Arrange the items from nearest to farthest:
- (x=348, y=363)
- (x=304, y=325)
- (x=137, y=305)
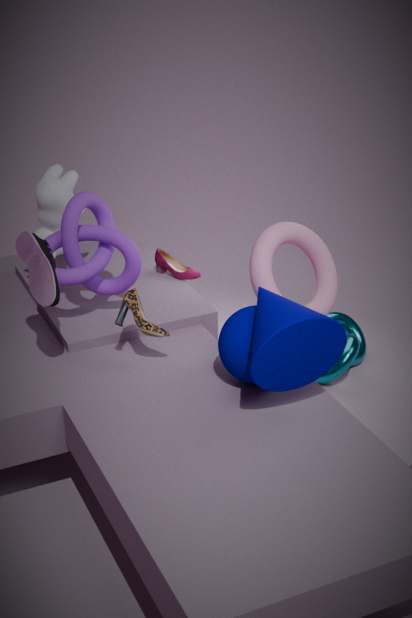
(x=304, y=325) < (x=137, y=305) < (x=348, y=363)
